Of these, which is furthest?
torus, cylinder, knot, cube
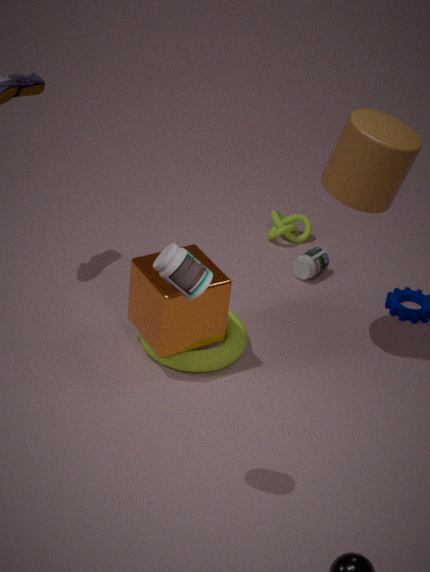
knot
